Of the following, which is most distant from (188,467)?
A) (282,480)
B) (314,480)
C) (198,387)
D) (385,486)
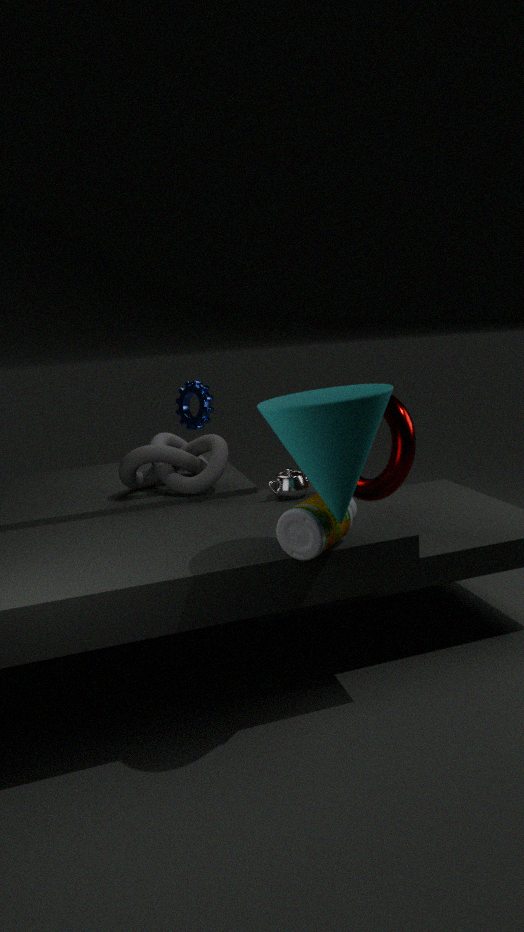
(314,480)
